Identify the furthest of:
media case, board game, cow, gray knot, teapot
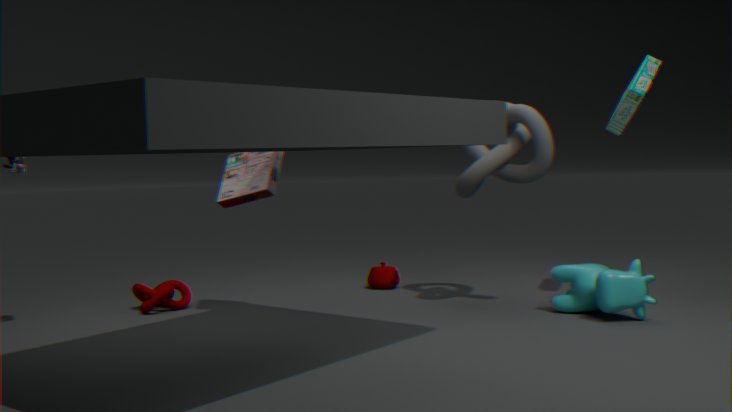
teapot
